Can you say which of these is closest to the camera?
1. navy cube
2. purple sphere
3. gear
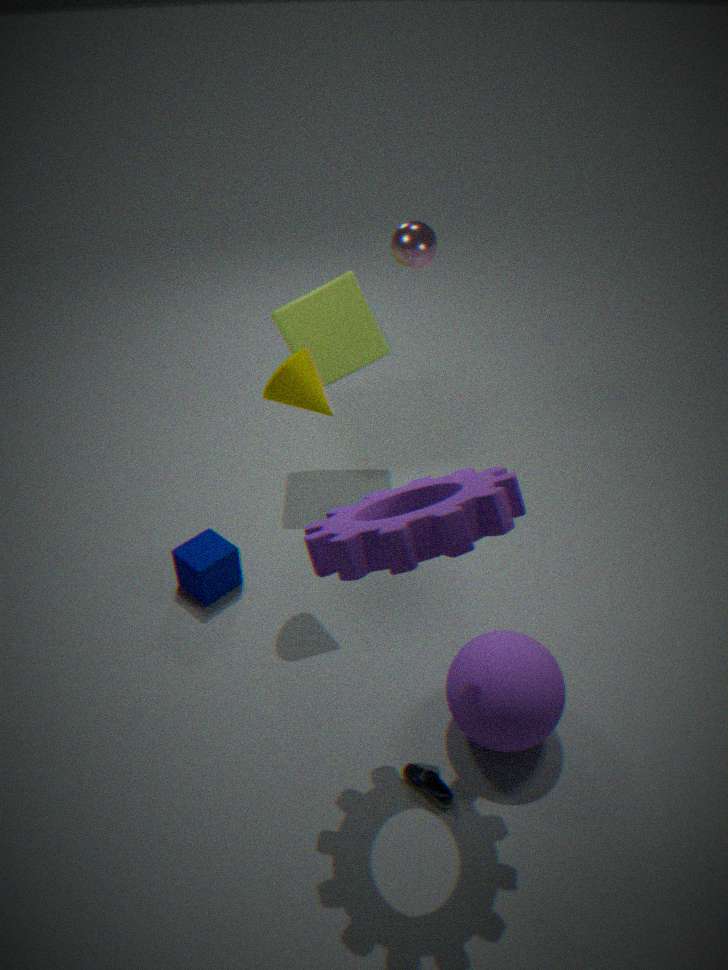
gear
